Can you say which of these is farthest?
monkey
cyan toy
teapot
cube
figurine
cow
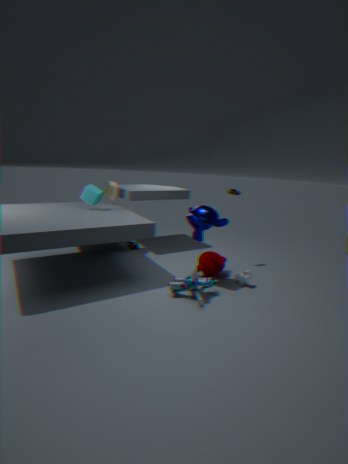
figurine
